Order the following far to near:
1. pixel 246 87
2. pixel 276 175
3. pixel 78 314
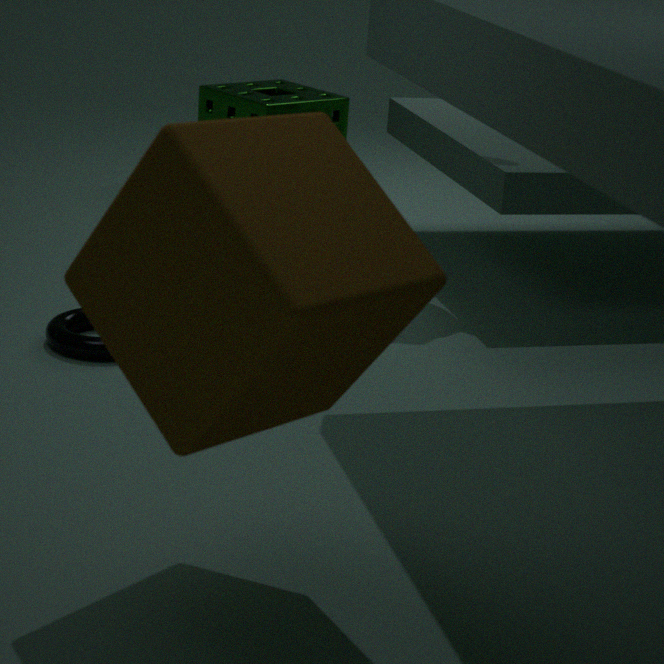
pixel 246 87 < pixel 78 314 < pixel 276 175
